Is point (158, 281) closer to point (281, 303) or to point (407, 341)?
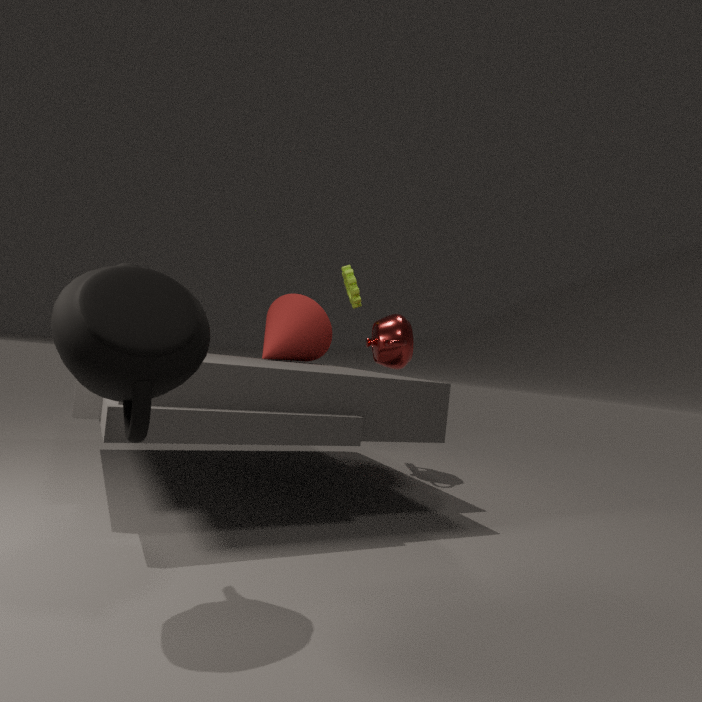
point (281, 303)
